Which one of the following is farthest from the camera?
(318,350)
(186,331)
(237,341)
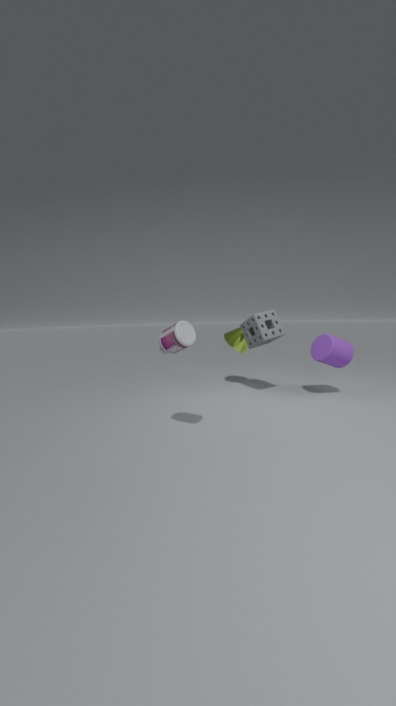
(237,341)
